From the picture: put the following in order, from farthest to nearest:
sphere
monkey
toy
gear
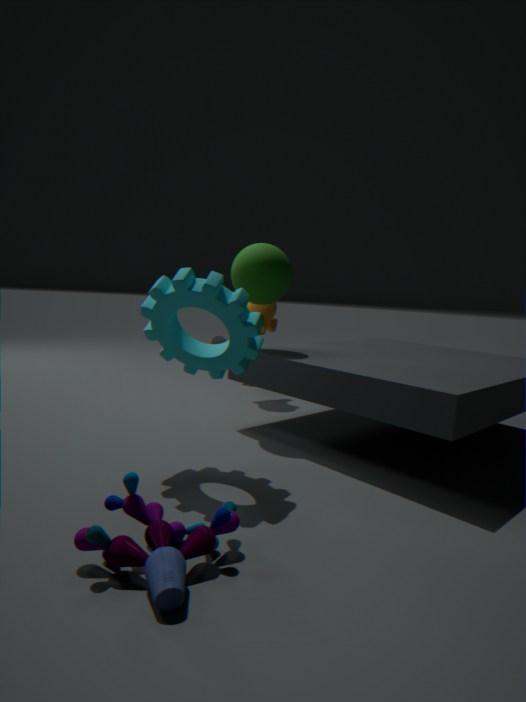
monkey
sphere
gear
toy
